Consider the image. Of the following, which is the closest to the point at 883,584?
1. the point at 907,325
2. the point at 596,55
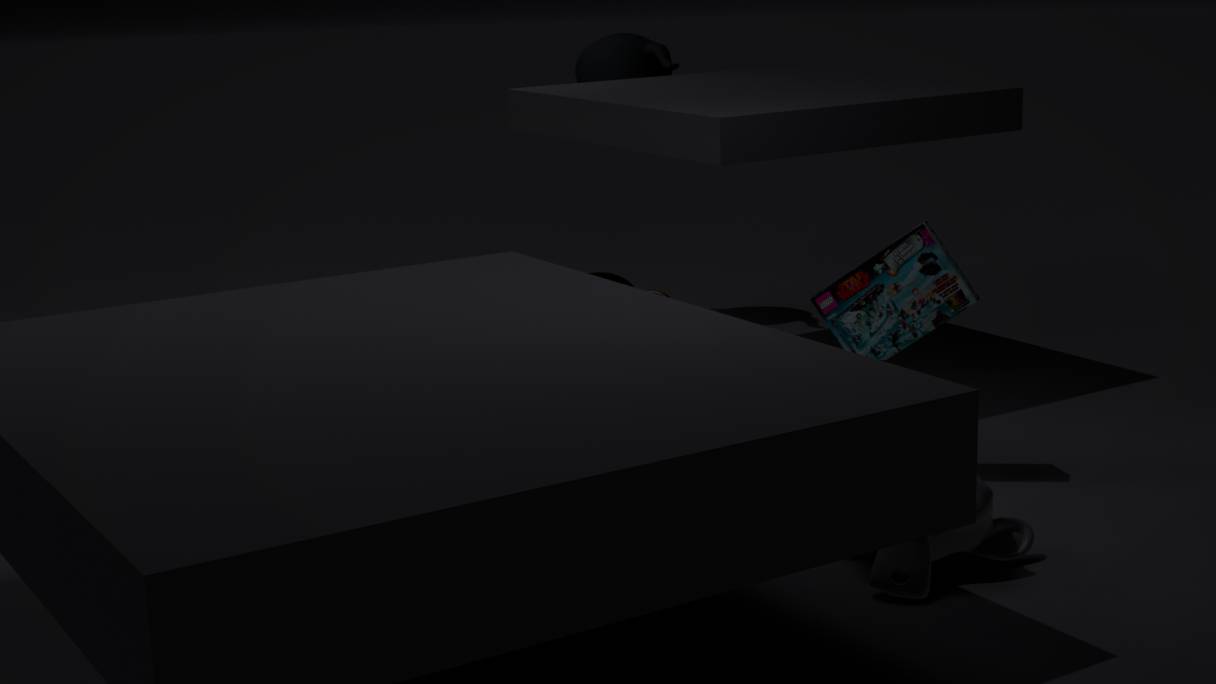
the point at 907,325
